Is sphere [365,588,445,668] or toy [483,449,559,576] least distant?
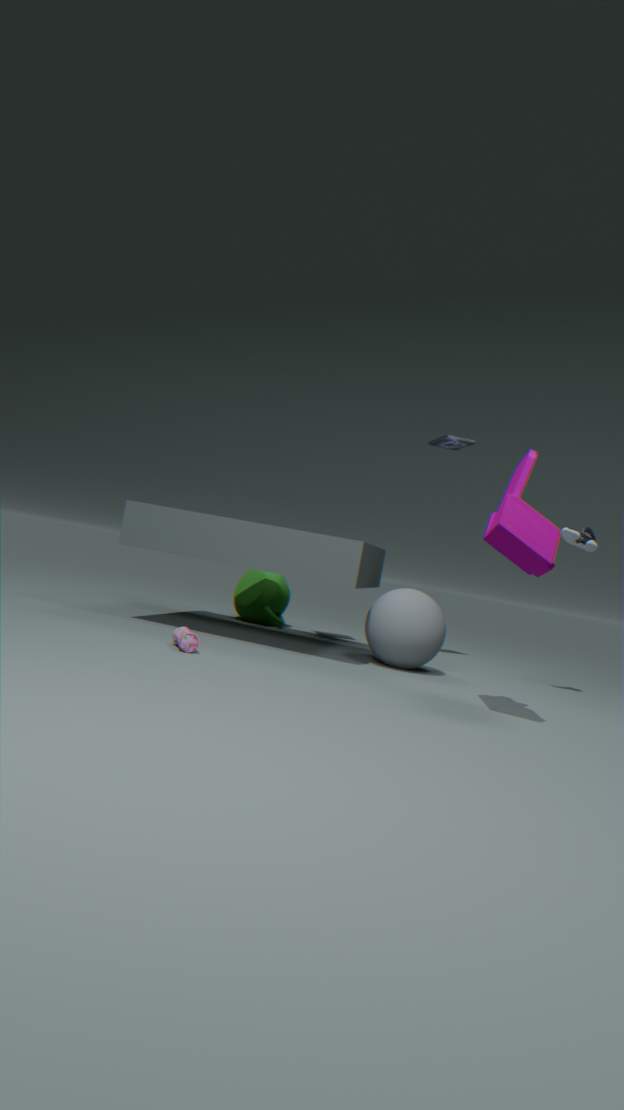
toy [483,449,559,576]
